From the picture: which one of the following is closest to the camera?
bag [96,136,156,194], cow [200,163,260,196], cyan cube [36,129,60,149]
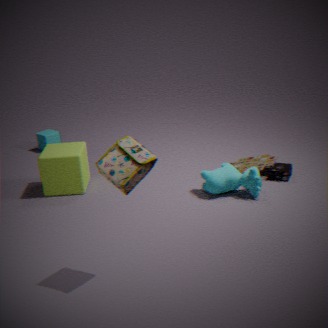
bag [96,136,156,194]
